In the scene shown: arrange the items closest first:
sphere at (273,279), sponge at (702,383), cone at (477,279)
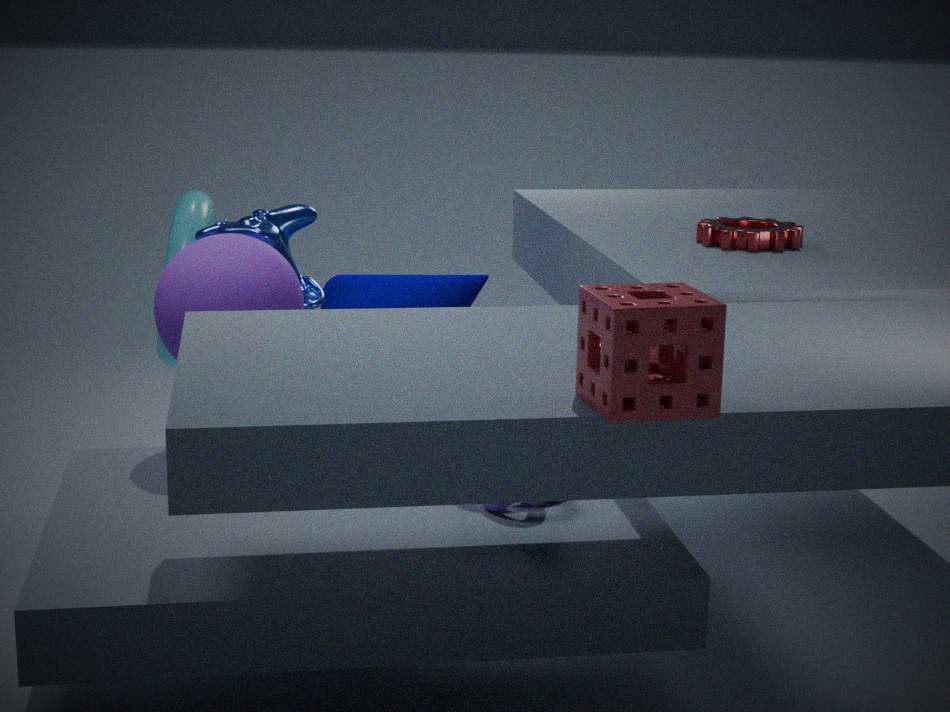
sponge at (702,383), sphere at (273,279), cone at (477,279)
